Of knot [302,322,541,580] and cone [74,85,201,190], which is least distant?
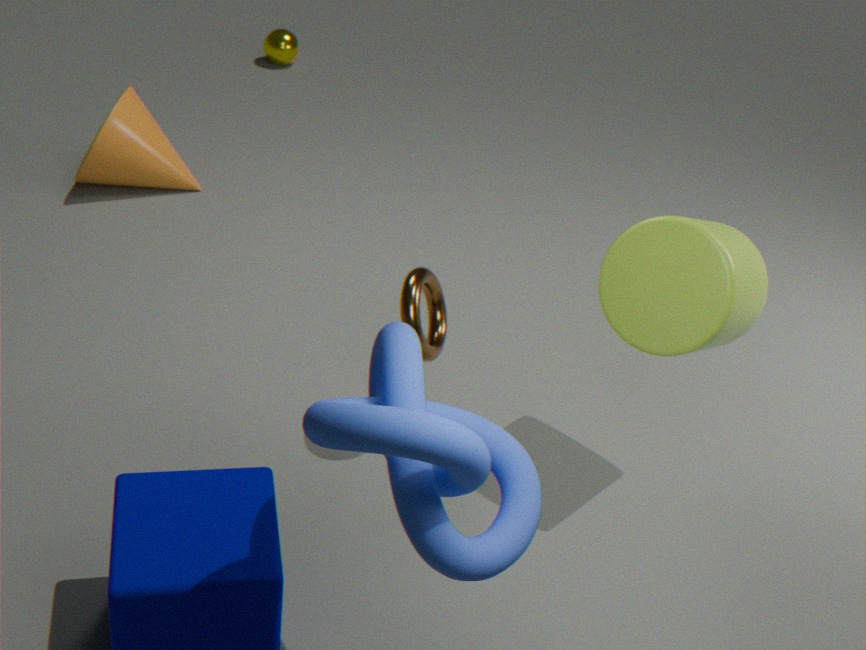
knot [302,322,541,580]
